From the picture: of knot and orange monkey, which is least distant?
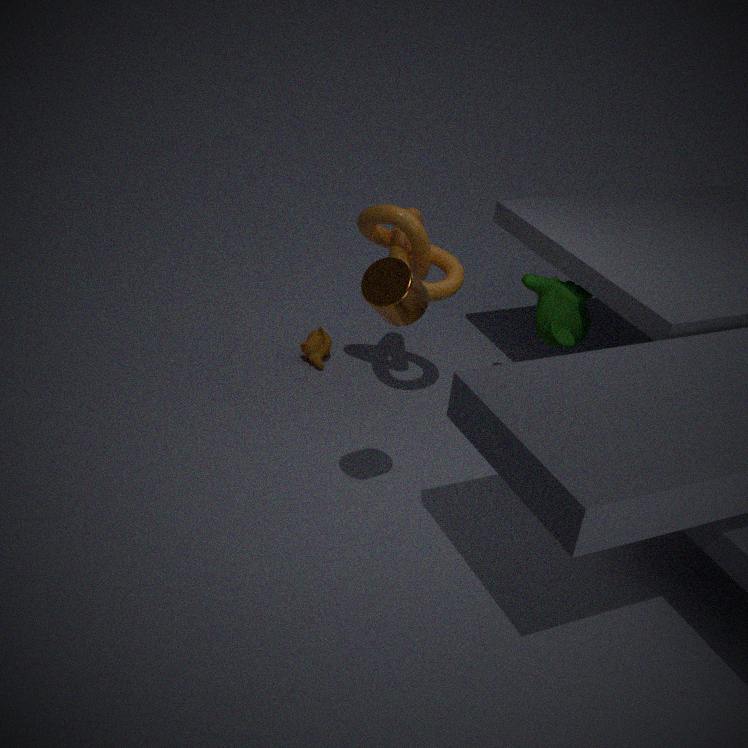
knot
